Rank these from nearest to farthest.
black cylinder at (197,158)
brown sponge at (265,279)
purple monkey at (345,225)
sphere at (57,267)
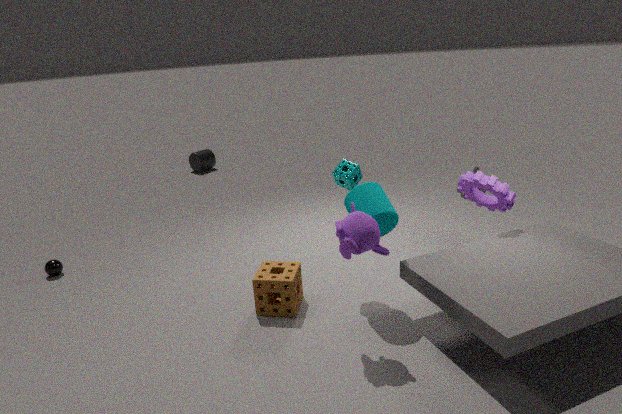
1. purple monkey at (345,225)
2. brown sponge at (265,279)
3. sphere at (57,267)
4. black cylinder at (197,158)
